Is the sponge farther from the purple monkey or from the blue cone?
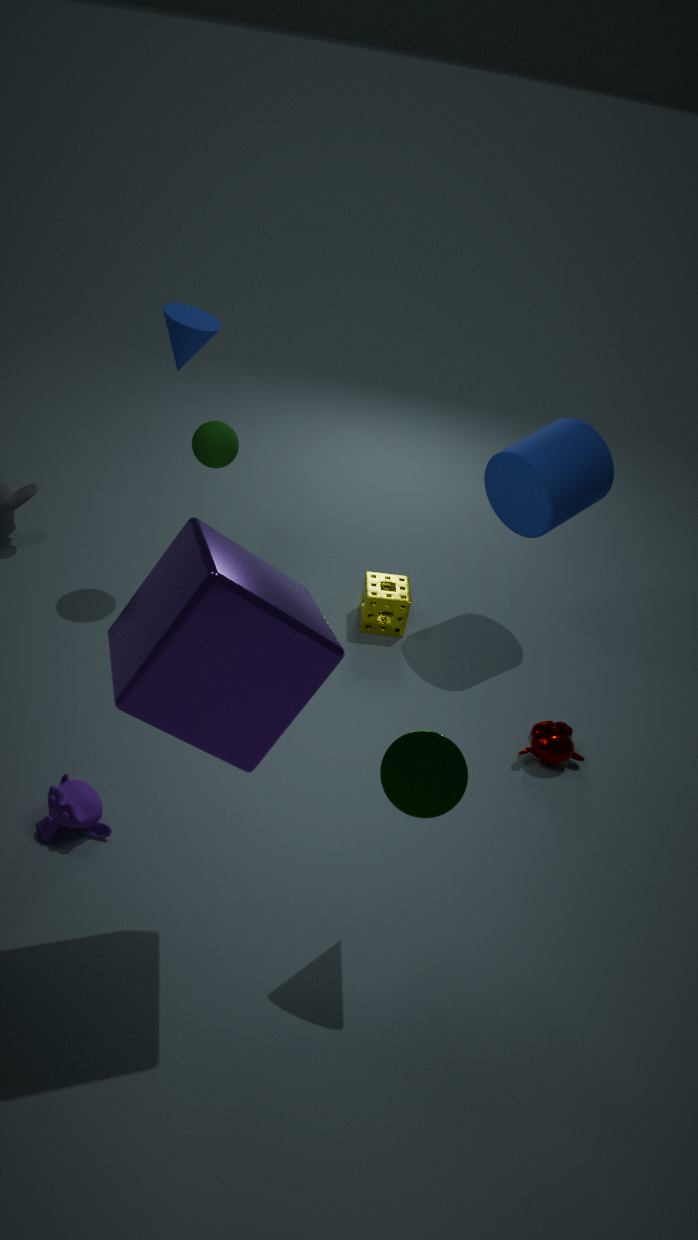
the purple monkey
